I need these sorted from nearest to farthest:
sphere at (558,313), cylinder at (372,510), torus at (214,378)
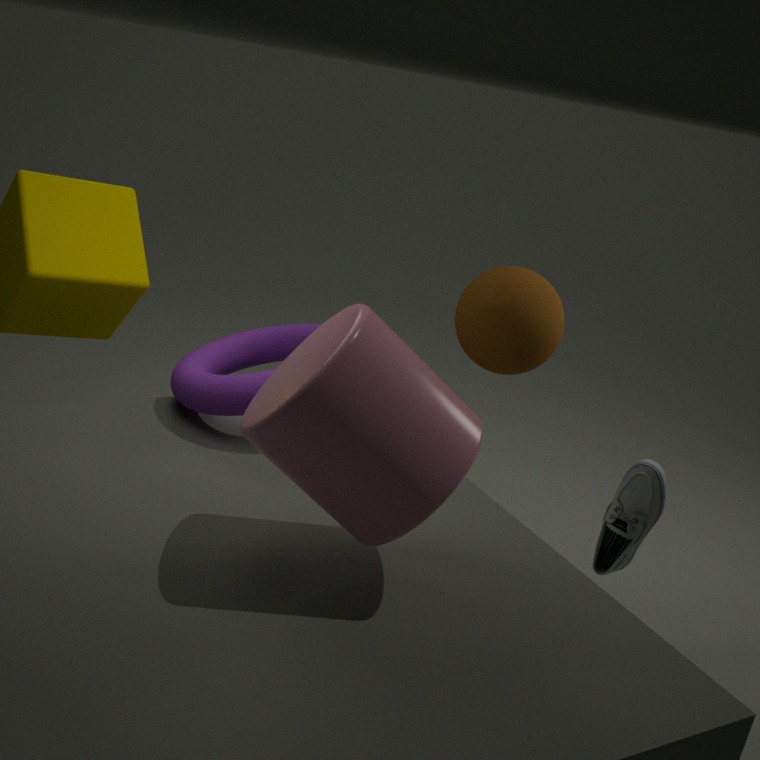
cylinder at (372,510) < torus at (214,378) < sphere at (558,313)
